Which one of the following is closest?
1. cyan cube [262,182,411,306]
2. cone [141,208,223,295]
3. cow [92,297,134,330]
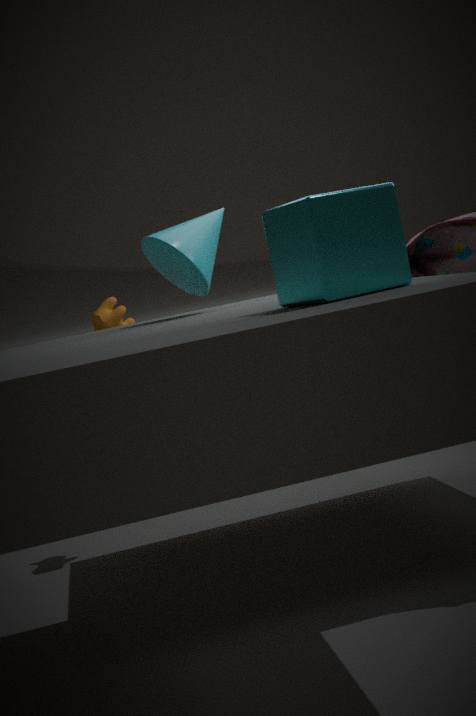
cyan cube [262,182,411,306]
